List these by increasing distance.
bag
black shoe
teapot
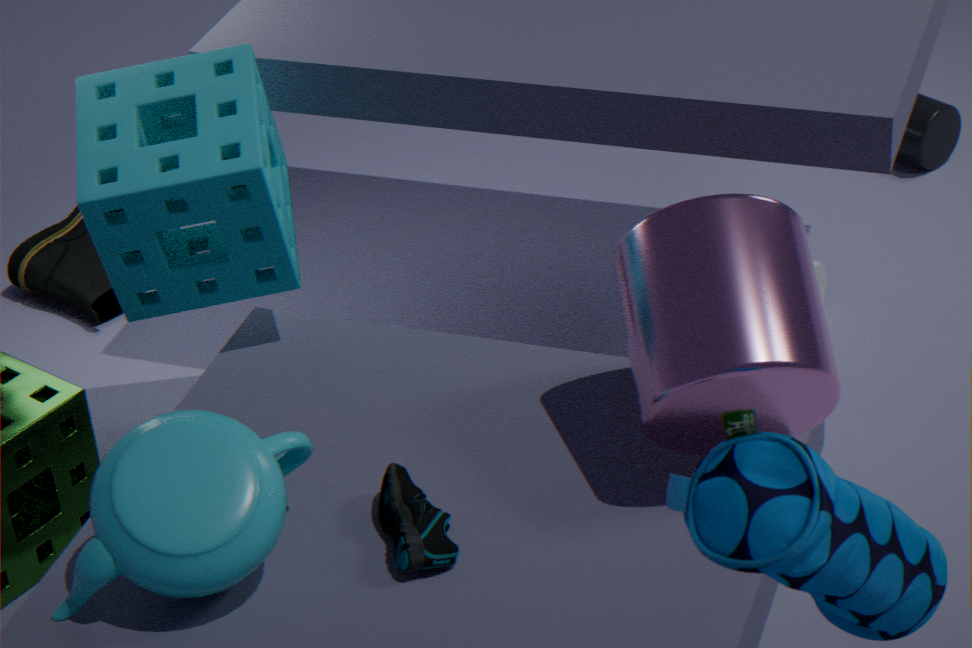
bag < teapot < black shoe
